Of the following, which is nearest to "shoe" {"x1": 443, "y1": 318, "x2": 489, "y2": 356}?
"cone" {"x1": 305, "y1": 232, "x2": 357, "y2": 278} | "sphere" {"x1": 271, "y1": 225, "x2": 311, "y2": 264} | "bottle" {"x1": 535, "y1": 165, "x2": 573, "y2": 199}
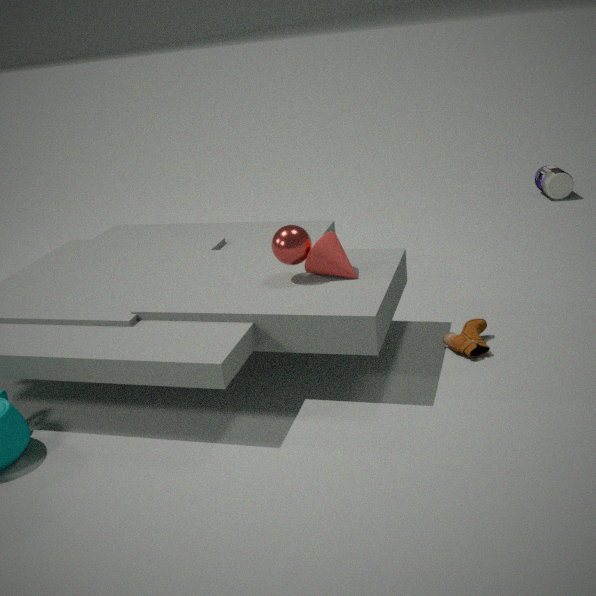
"cone" {"x1": 305, "y1": 232, "x2": 357, "y2": 278}
